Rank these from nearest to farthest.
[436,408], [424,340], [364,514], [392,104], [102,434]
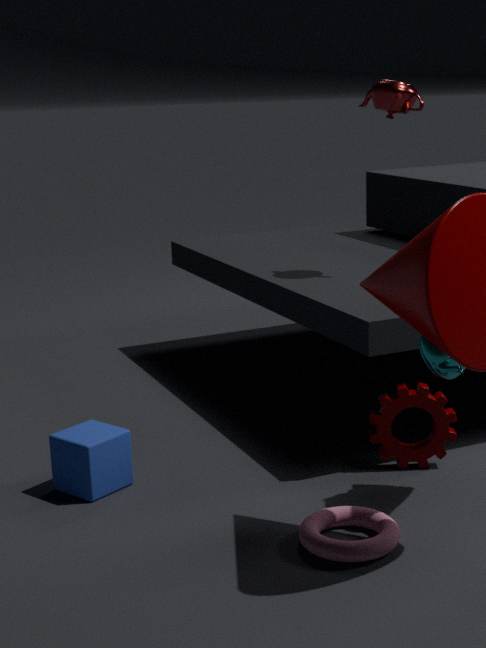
[364,514] → [424,340] → [102,434] → [436,408] → [392,104]
